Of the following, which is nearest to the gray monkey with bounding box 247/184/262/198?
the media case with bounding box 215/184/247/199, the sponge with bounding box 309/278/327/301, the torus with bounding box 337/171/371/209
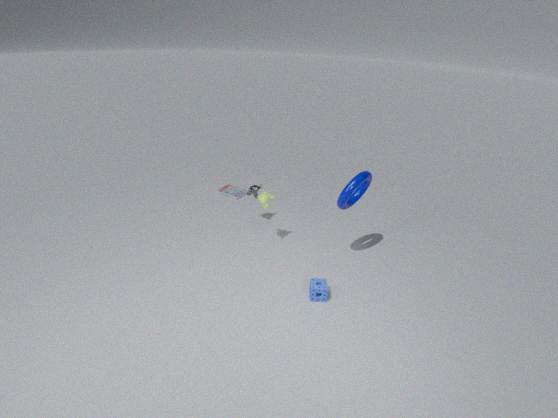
the media case with bounding box 215/184/247/199
